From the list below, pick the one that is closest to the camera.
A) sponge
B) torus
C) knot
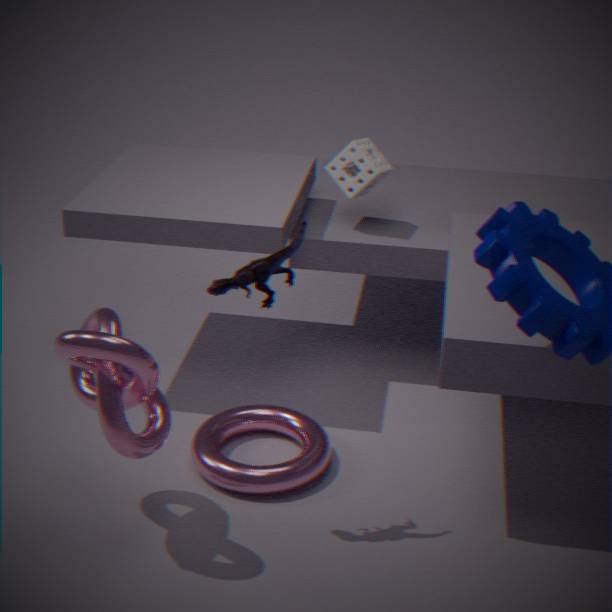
knot
